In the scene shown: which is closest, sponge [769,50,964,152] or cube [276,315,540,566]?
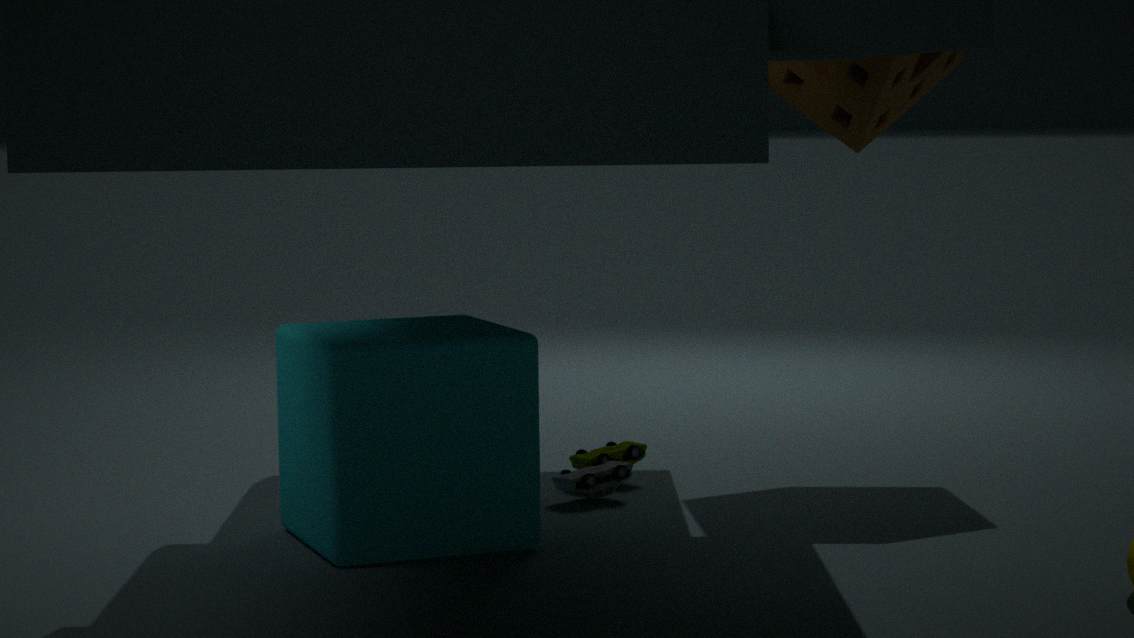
cube [276,315,540,566]
